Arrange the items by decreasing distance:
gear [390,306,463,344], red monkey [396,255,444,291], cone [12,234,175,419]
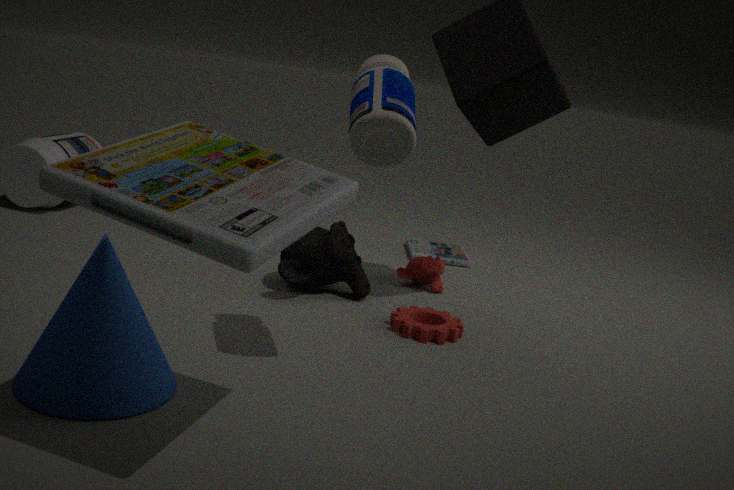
red monkey [396,255,444,291] < gear [390,306,463,344] < cone [12,234,175,419]
